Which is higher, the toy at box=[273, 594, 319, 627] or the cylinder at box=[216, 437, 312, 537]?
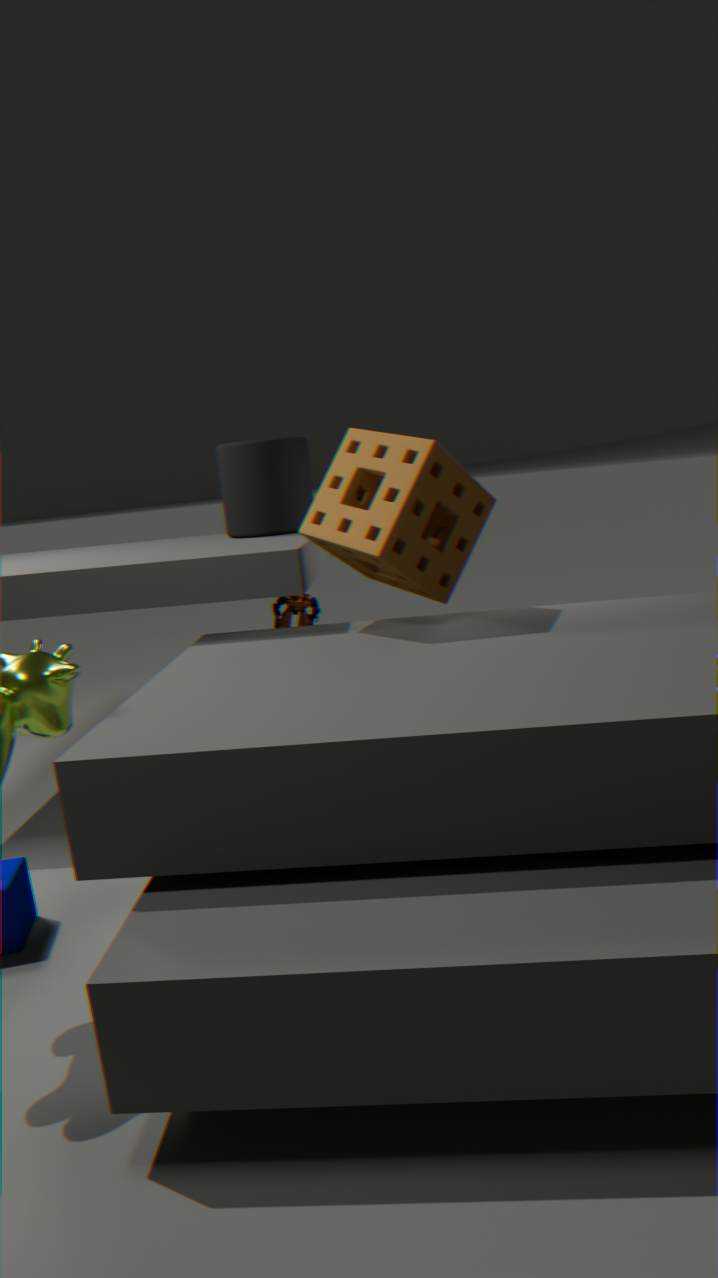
the cylinder at box=[216, 437, 312, 537]
